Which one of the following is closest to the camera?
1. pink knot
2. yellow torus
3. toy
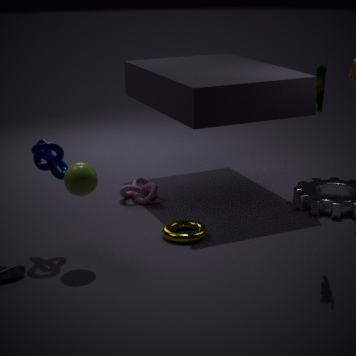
toy
